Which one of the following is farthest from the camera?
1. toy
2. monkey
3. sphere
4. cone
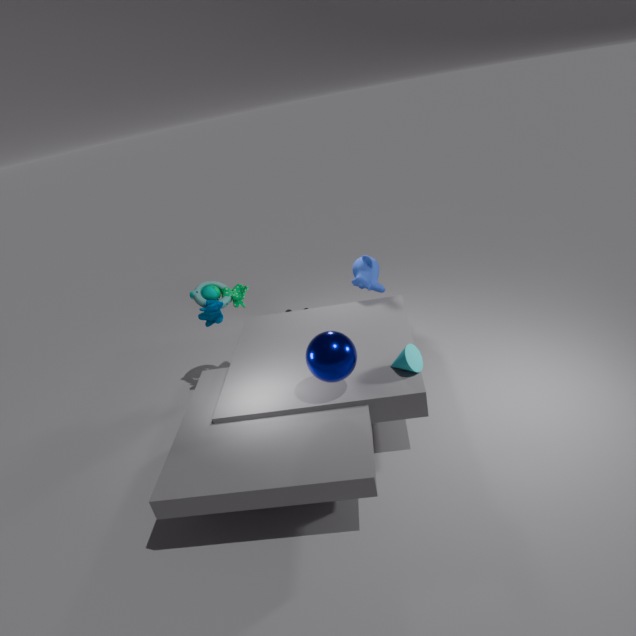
monkey
